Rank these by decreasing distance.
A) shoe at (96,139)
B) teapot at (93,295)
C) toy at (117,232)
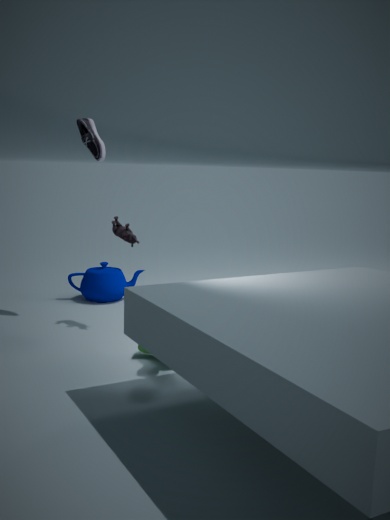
1. teapot at (93,295)
2. shoe at (96,139)
3. toy at (117,232)
